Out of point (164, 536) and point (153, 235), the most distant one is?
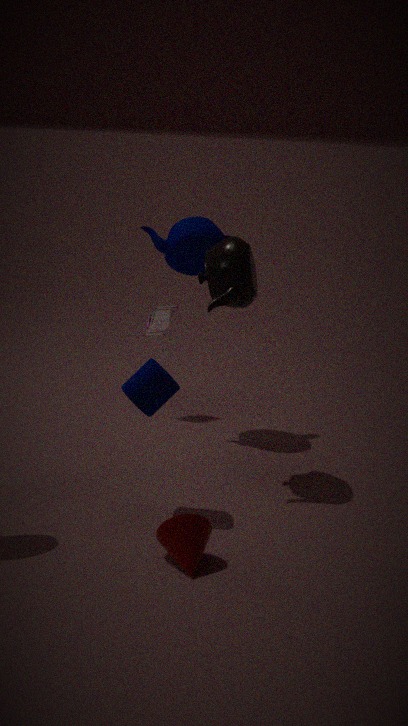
point (153, 235)
